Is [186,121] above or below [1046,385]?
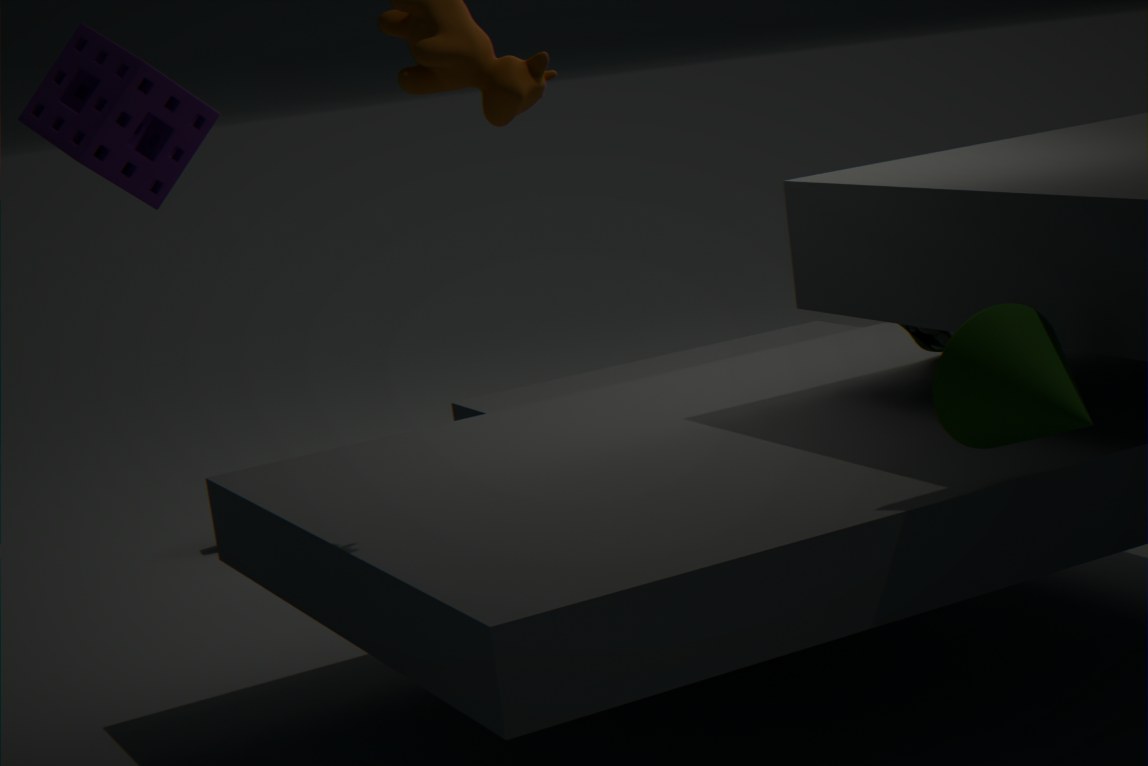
above
